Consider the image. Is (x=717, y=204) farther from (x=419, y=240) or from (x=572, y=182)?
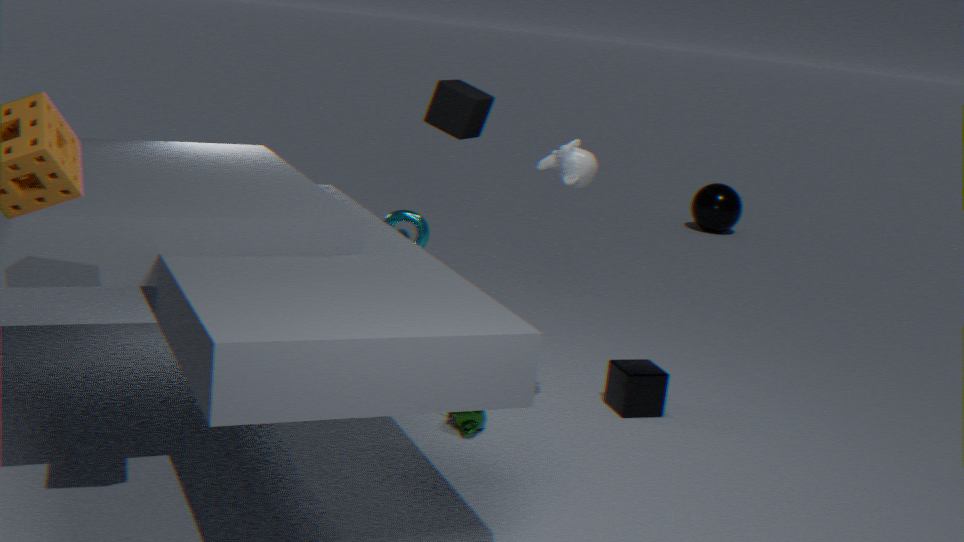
(x=572, y=182)
